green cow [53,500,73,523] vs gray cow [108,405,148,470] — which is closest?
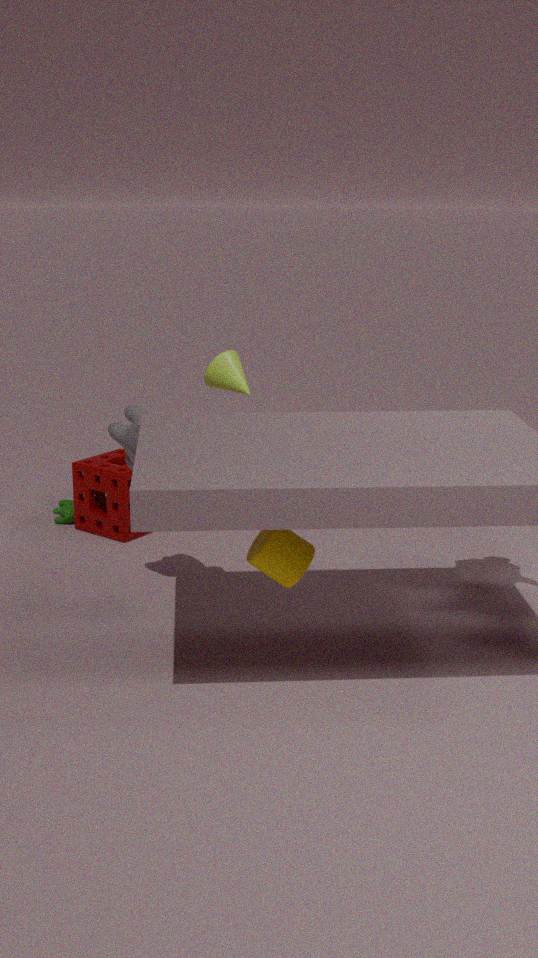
gray cow [108,405,148,470]
